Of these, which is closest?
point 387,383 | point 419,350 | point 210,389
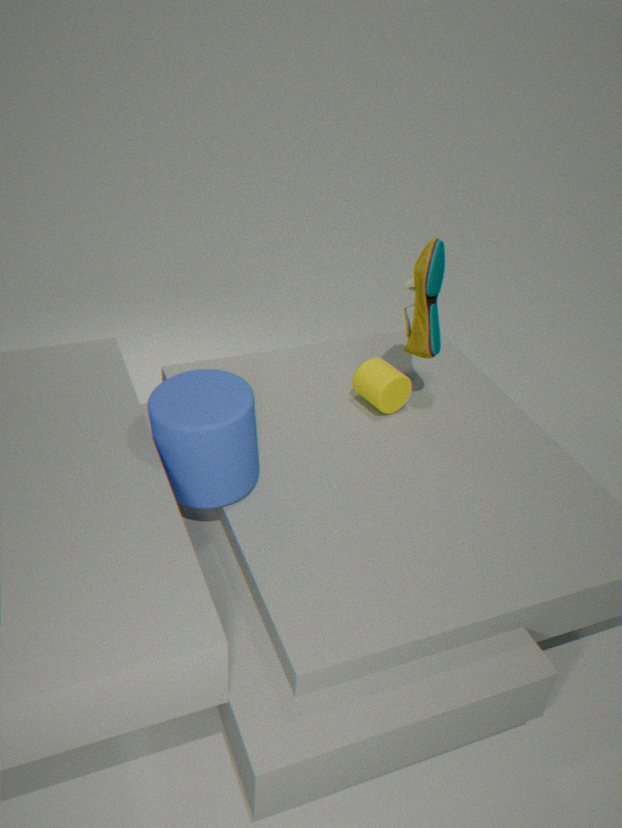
point 210,389
